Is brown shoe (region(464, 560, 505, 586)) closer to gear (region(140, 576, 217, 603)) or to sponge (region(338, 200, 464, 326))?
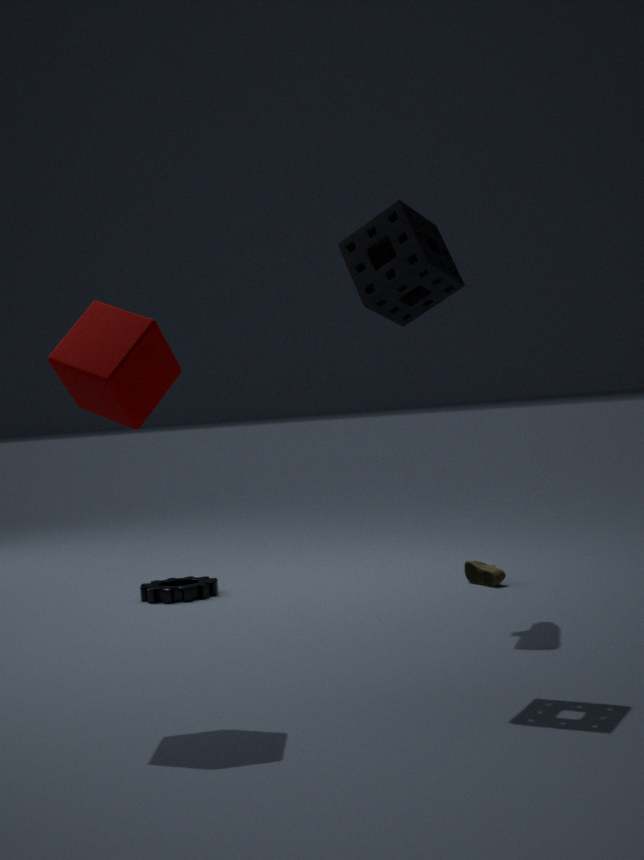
gear (region(140, 576, 217, 603))
